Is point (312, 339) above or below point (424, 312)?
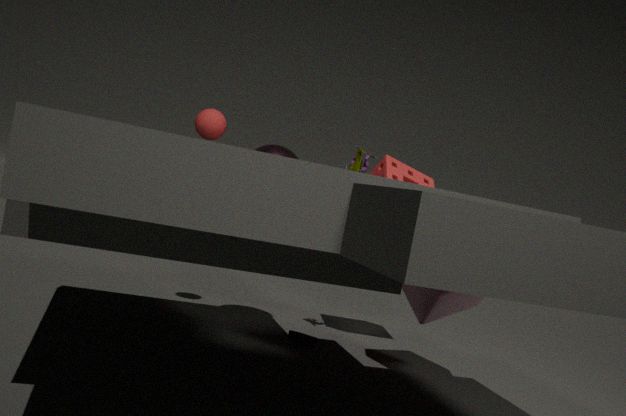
below
